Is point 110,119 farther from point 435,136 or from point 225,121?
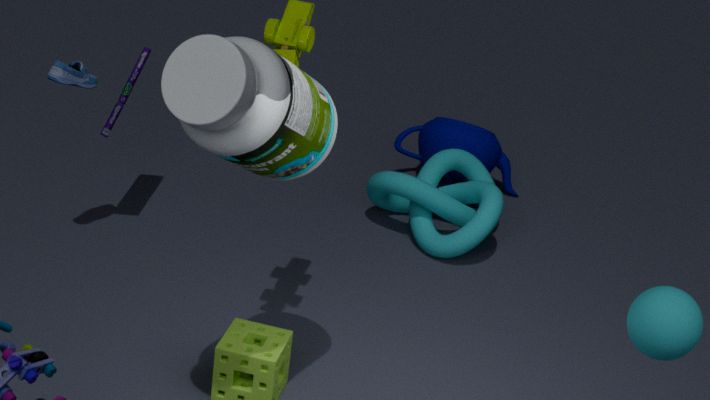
point 435,136
